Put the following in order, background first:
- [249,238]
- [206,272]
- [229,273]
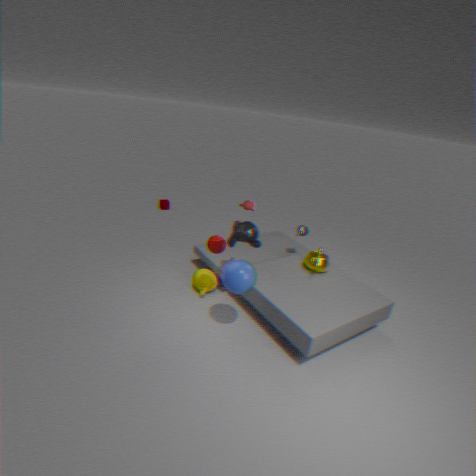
1. [206,272]
2. [249,238]
3. [229,273]
